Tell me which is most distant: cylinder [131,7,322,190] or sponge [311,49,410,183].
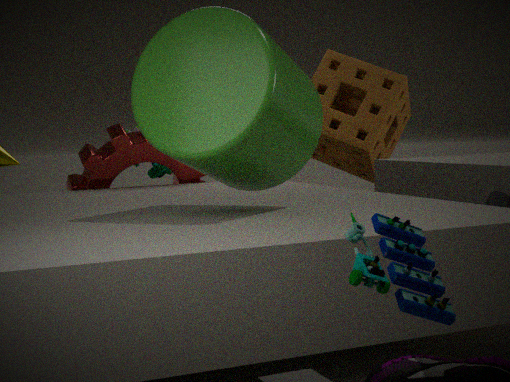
sponge [311,49,410,183]
